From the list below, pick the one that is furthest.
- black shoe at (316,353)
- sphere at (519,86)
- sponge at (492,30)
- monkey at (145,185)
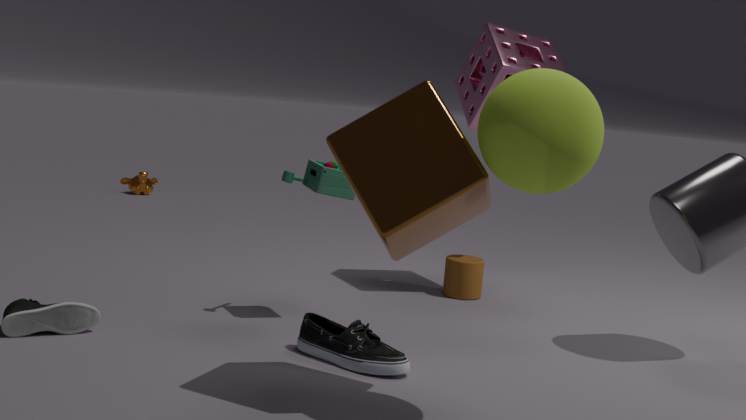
monkey at (145,185)
